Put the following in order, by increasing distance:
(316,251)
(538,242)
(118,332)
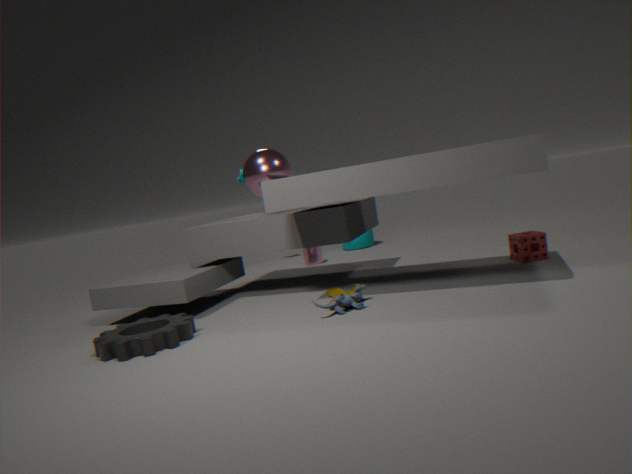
(118,332) → (538,242) → (316,251)
